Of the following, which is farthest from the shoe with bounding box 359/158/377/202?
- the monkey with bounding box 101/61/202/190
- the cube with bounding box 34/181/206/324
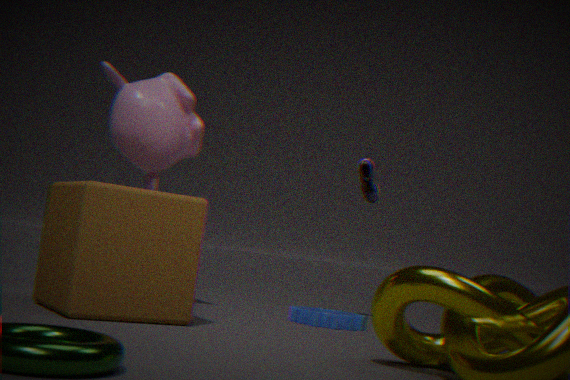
the cube with bounding box 34/181/206/324
